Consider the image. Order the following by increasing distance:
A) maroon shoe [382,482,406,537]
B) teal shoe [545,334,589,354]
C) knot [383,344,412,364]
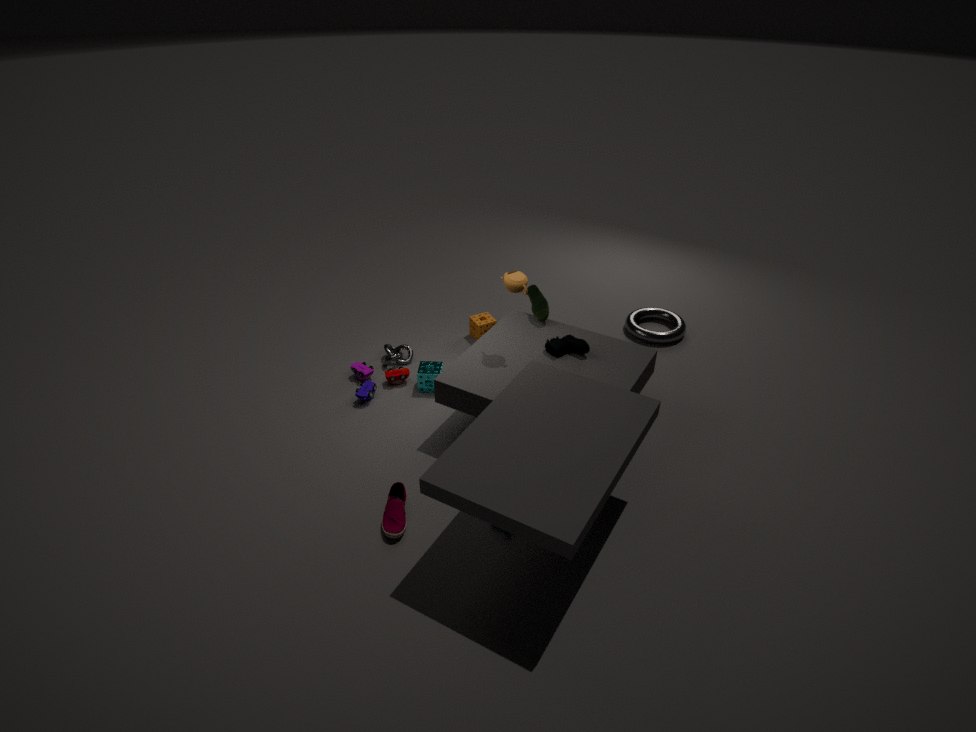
maroon shoe [382,482,406,537] < teal shoe [545,334,589,354] < knot [383,344,412,364]
